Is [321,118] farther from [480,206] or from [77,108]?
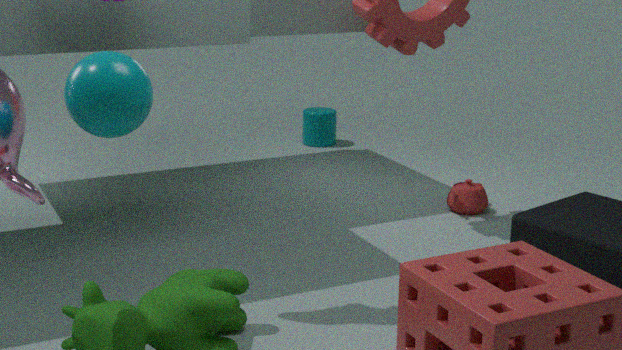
[77,108]
